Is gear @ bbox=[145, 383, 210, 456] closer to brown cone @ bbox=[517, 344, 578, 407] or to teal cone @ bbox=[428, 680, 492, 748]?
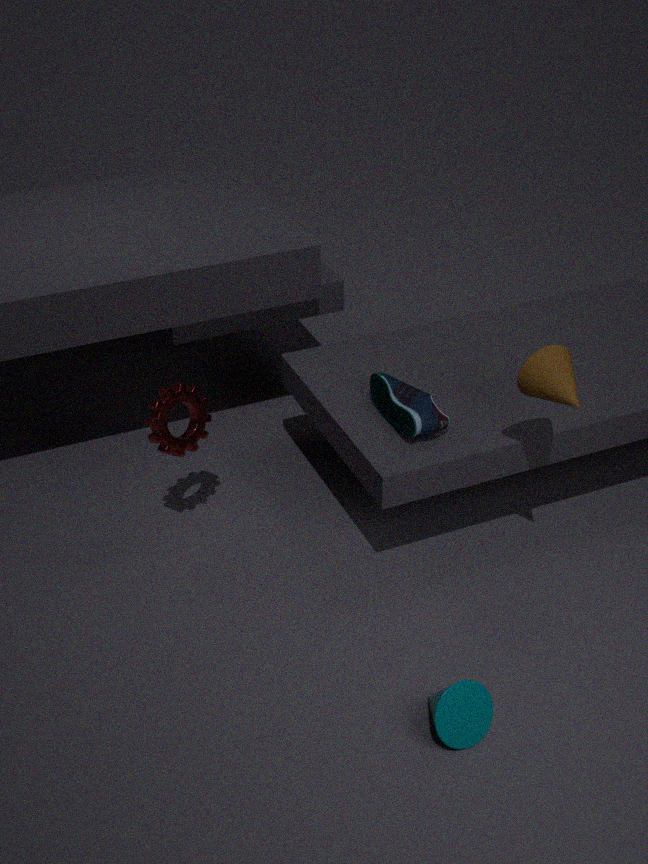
brown cone @ bbox=[517, 344, 578, 407]
